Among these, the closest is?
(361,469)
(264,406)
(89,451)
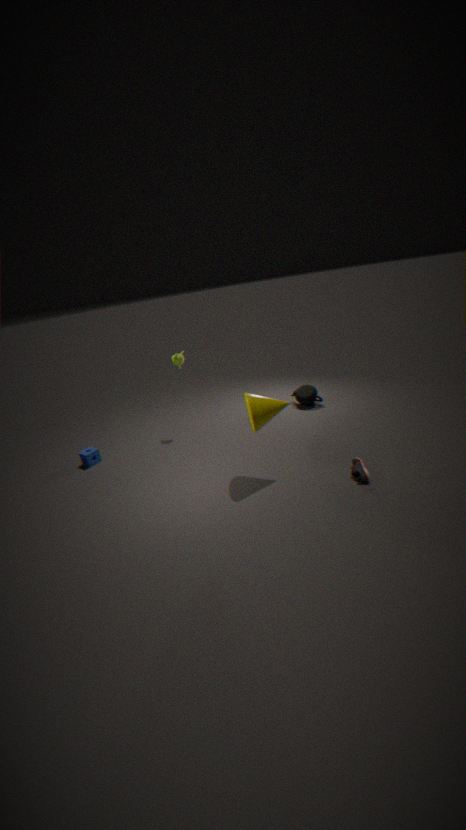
(264,406)
